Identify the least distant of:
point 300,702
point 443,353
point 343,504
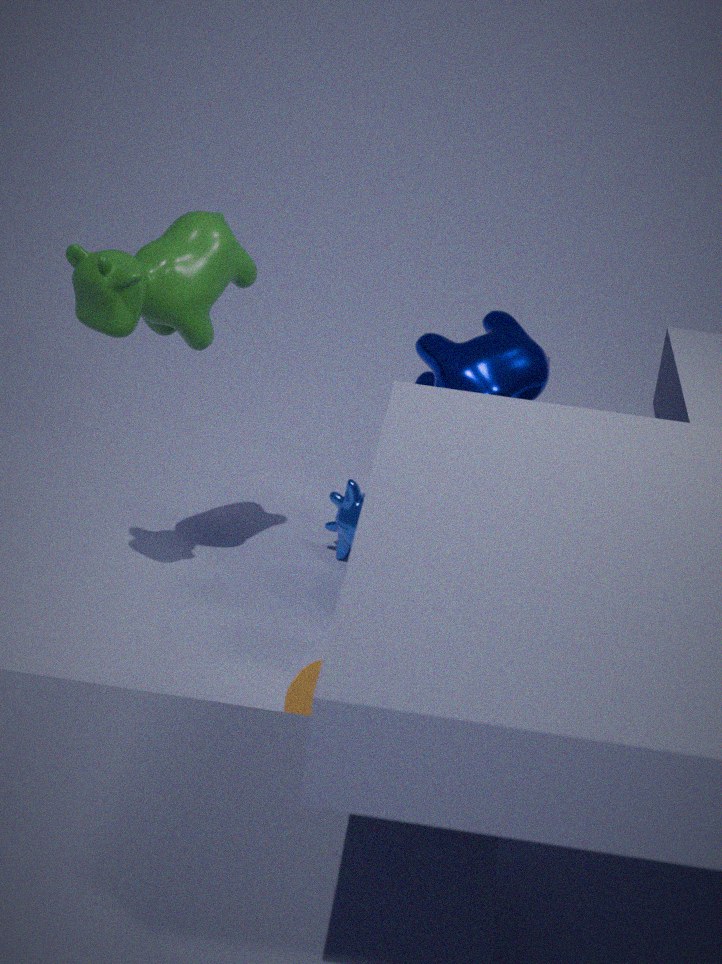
point 300,702
